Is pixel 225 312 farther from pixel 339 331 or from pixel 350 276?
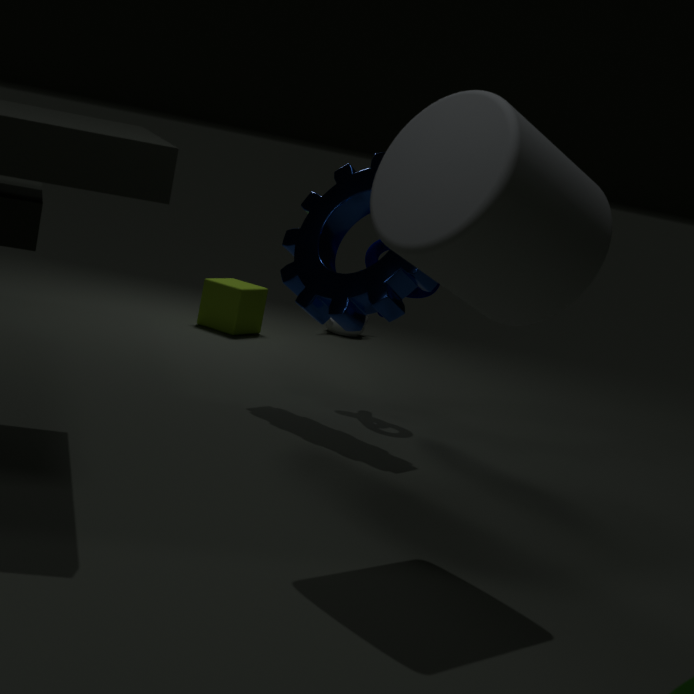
pixel 350 276
